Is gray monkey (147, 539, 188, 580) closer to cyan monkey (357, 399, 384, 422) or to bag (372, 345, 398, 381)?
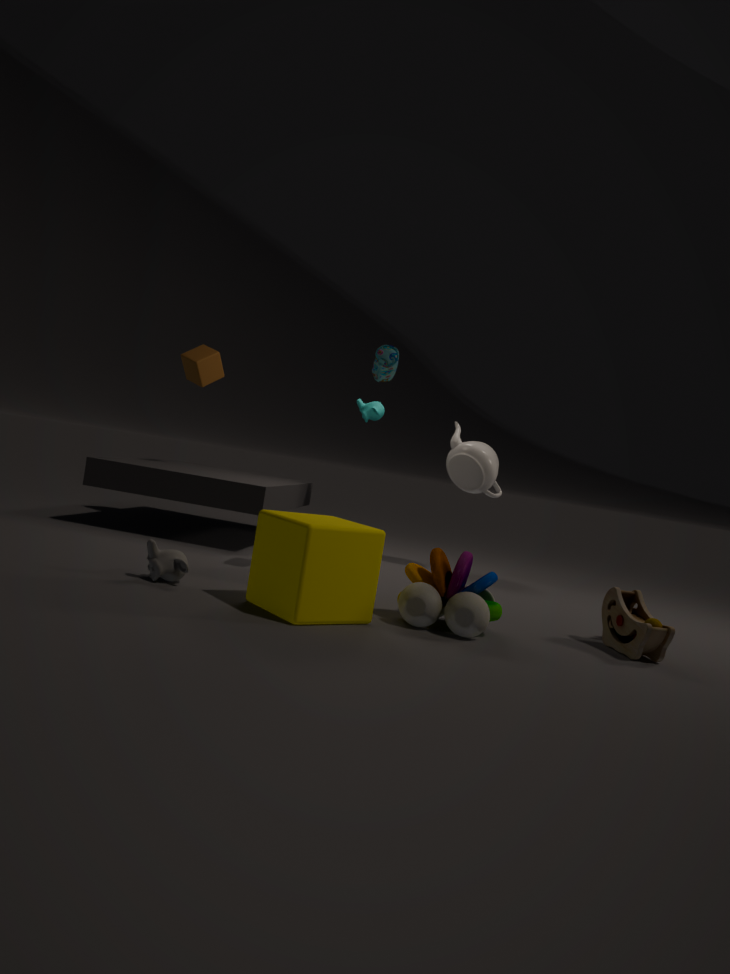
bag (372, 345, 398, 381)
